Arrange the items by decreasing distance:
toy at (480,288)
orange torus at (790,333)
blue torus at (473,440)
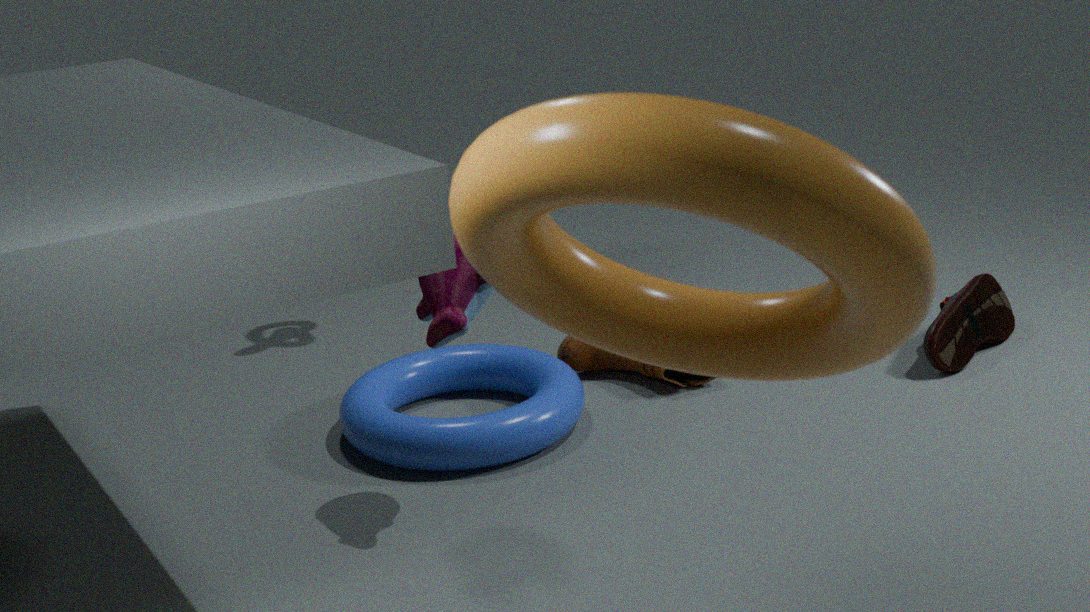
blue torus at (473,440) → toy at (480,288) → orange torus at (790,333)
